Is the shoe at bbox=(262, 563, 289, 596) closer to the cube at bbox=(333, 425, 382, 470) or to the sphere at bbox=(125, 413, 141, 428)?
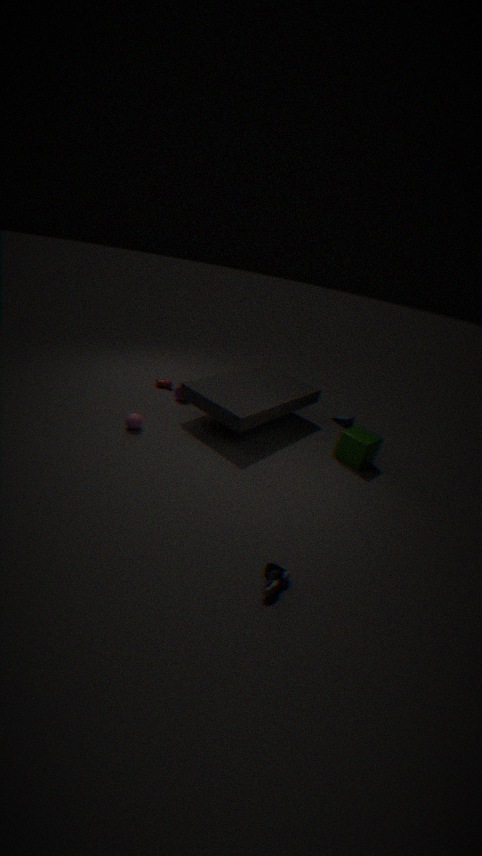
the cube at bbox=(333, 425, 382, 470)
